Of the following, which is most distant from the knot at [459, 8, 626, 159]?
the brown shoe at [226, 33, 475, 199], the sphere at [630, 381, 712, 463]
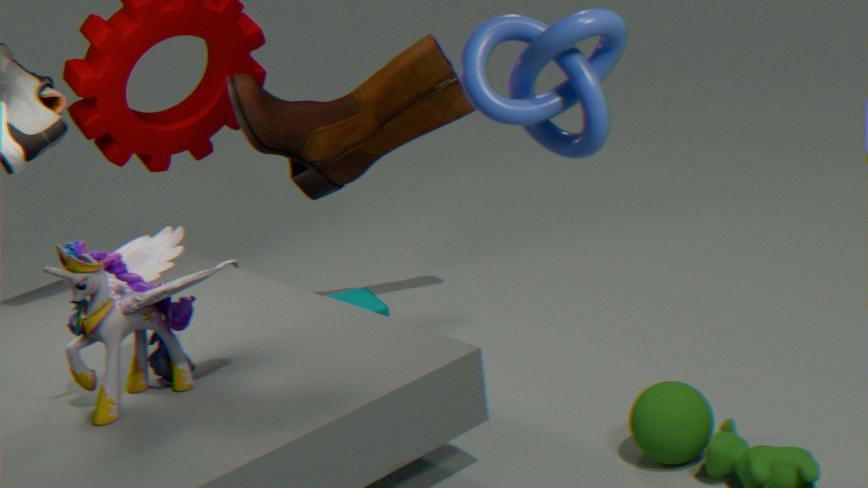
the brown shoe at [226, 33, 475, 199]
